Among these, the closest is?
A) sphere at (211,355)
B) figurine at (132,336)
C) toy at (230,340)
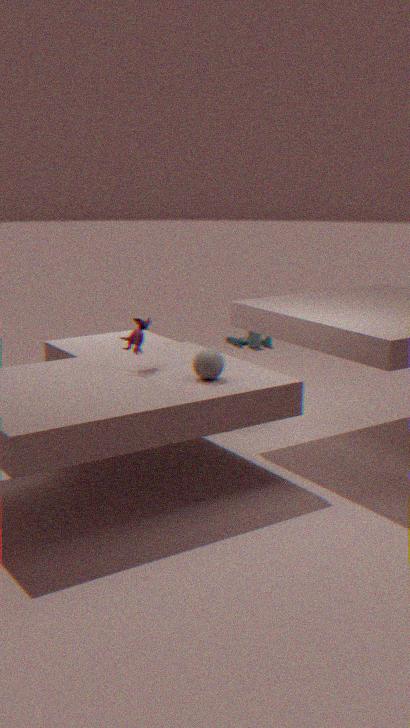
sphere at (211,355)
